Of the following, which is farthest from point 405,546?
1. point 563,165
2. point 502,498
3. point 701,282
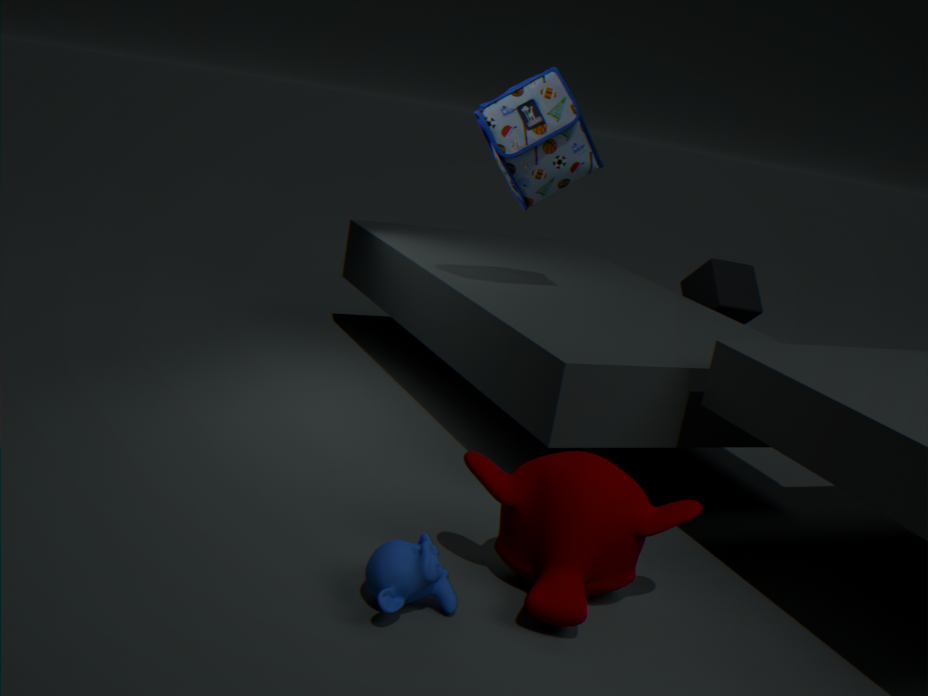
point 701,282
